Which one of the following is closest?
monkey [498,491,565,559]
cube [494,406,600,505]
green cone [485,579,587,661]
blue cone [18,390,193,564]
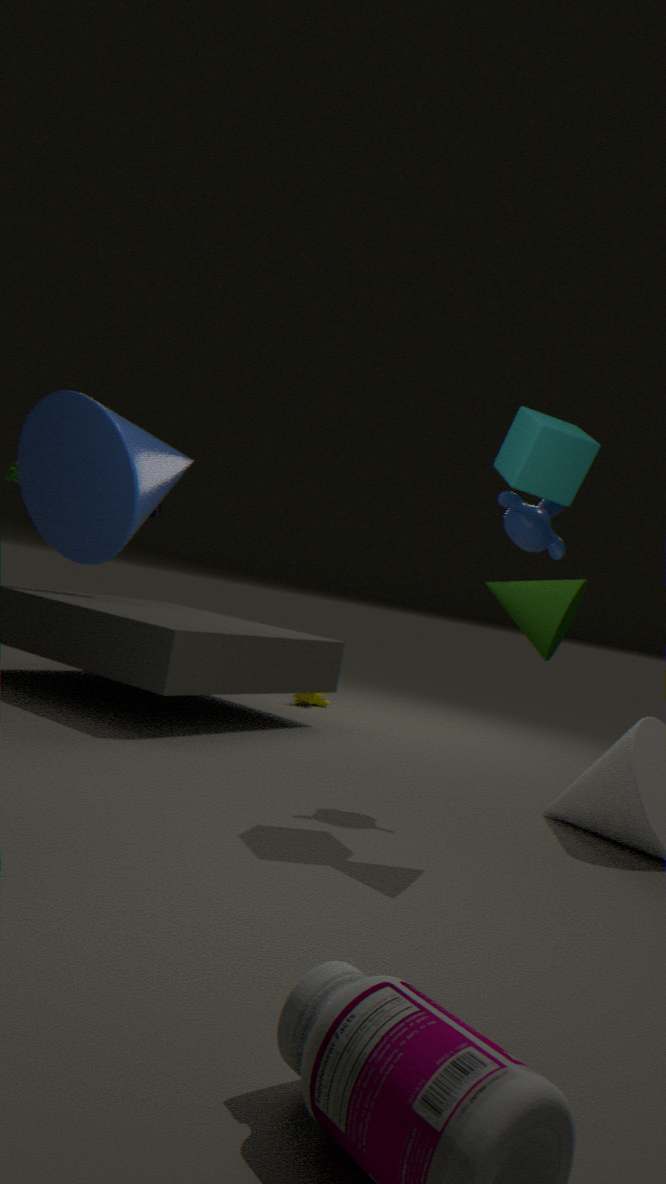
green cone [485,579,587,661]
